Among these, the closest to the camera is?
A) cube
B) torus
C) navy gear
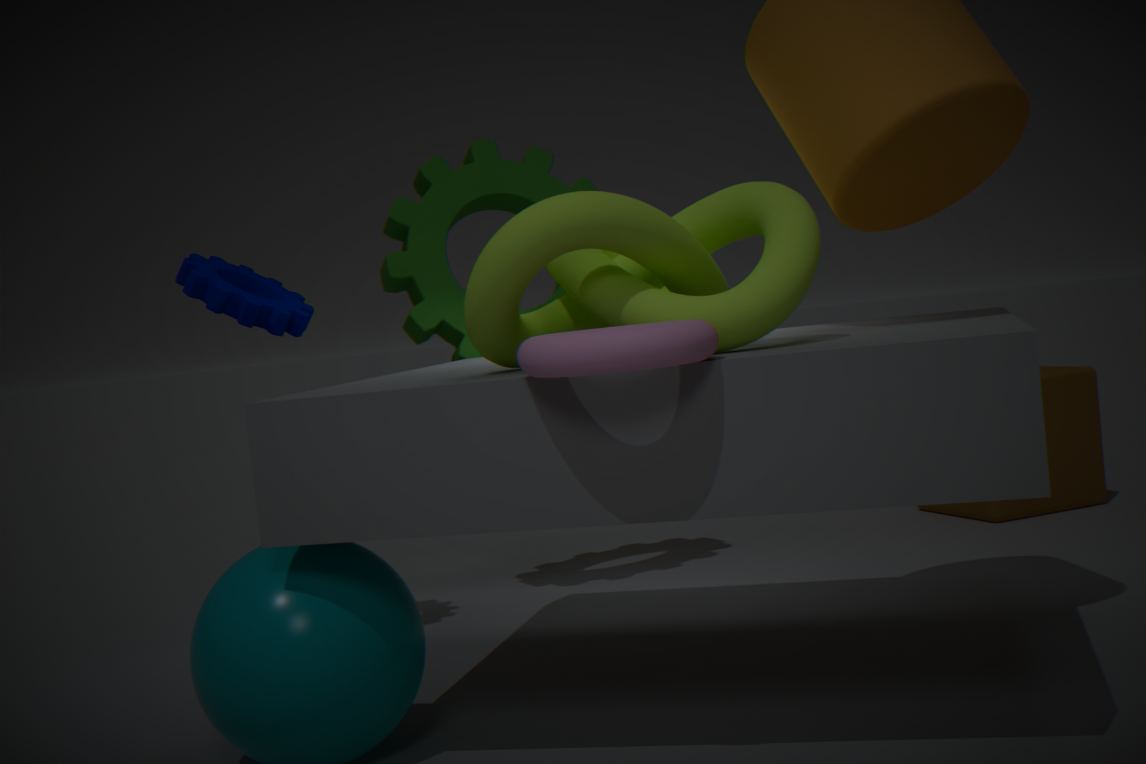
torus
